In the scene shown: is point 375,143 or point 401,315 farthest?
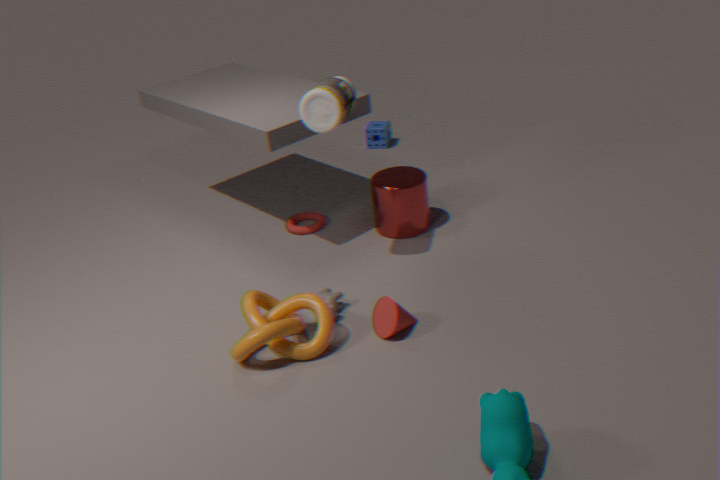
point 375,143
